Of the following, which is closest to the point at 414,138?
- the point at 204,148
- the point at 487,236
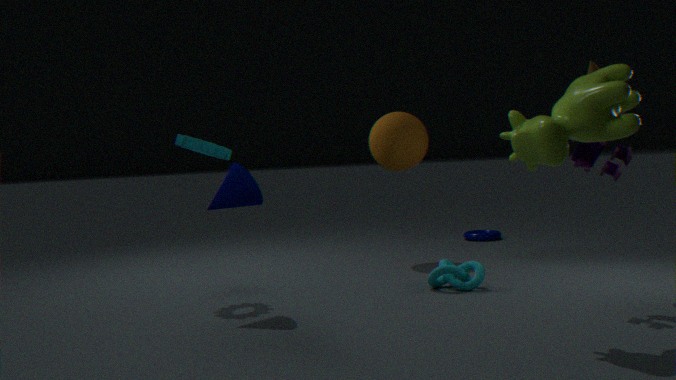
the point at 487,236
